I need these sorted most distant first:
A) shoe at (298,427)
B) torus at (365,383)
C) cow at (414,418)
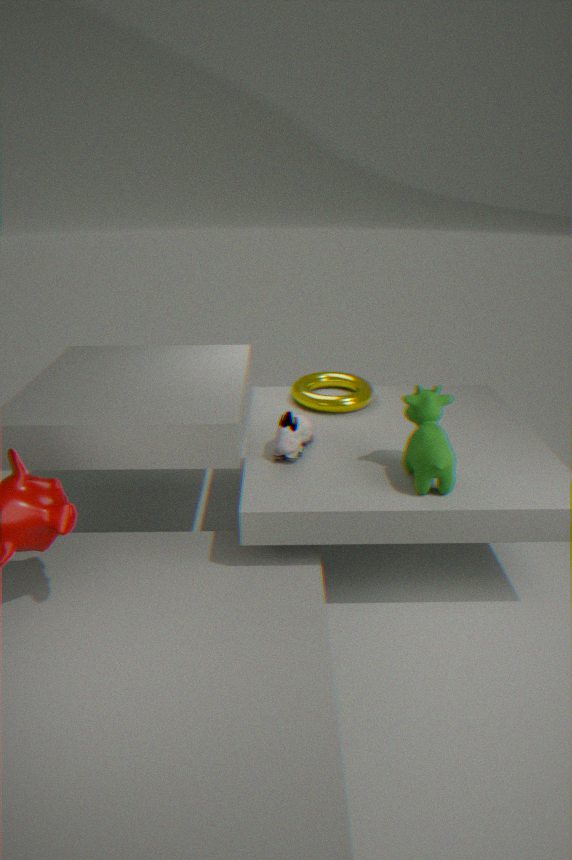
torus at (365,383), shoe at (298,427), cow at (414,418)
